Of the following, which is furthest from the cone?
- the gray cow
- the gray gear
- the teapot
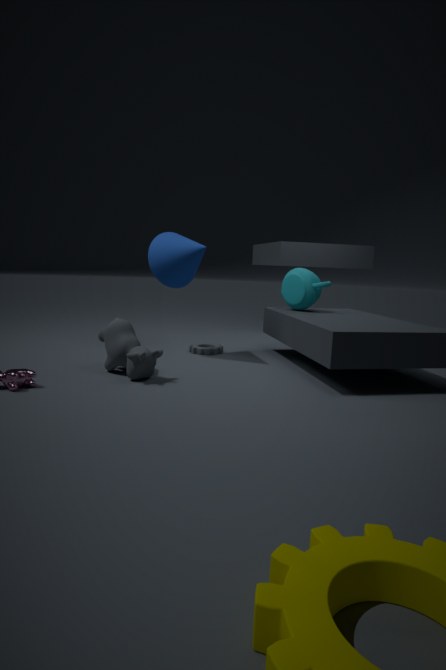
the teapot
